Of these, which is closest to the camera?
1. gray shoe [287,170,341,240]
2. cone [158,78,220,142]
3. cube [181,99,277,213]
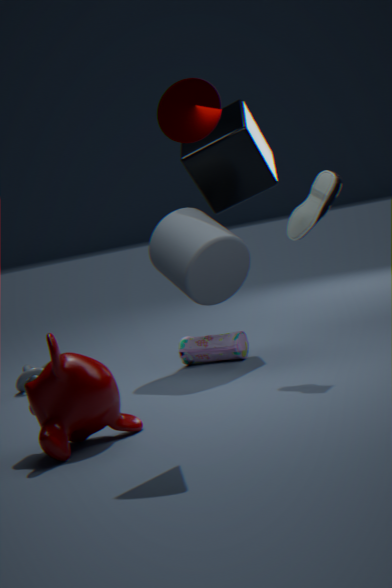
cone [158,78,220,142]
